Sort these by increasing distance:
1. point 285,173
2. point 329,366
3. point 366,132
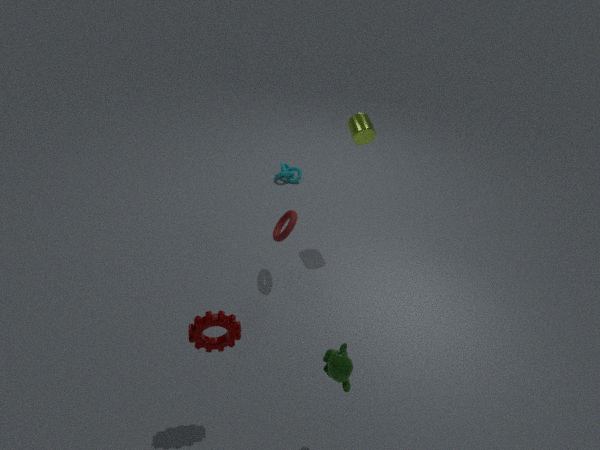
point 329,366 → point 366,132 → point 285,173
